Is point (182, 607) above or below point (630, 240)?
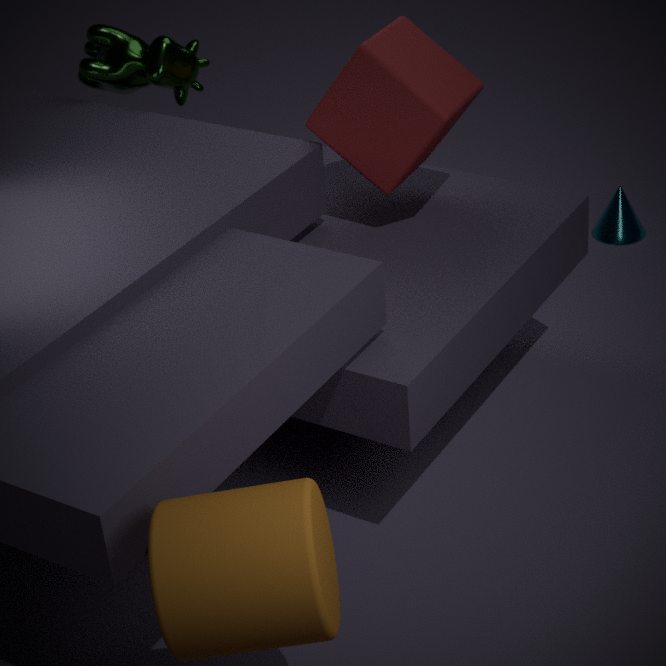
above
